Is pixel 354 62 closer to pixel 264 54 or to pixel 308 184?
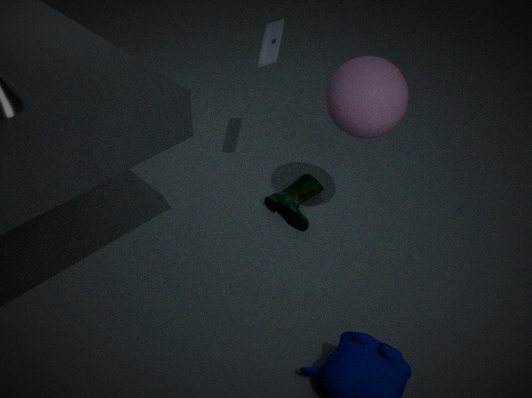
pixel 264 54
